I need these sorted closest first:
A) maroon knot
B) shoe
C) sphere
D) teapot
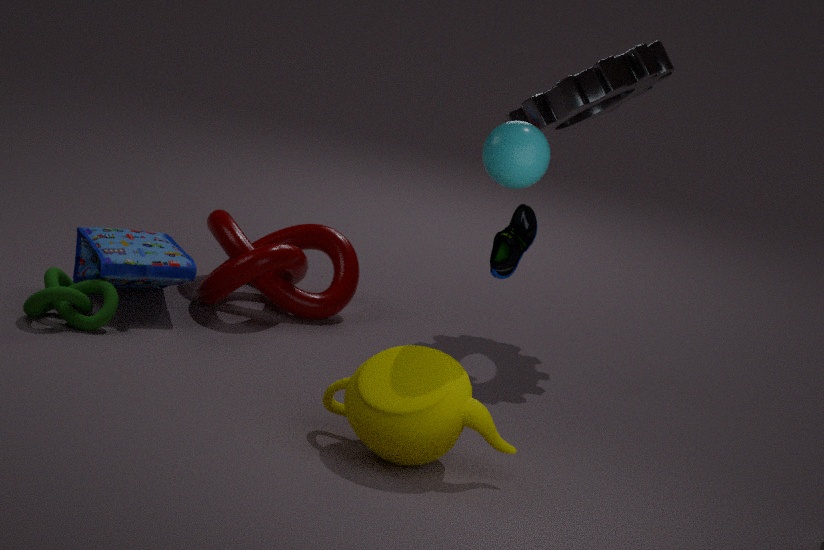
teapot
sphere
shoe
maroon knot
